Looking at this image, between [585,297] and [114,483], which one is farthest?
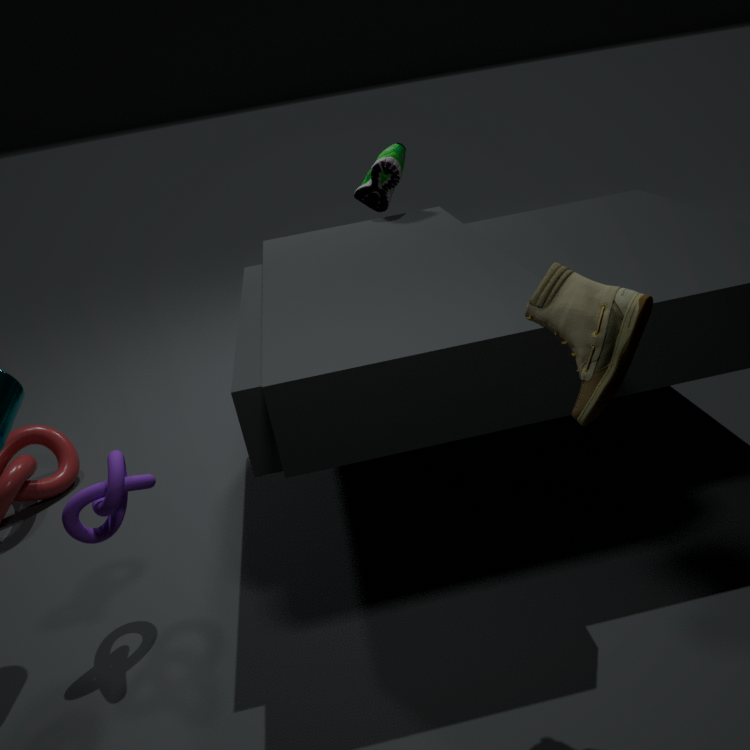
[114,483]
